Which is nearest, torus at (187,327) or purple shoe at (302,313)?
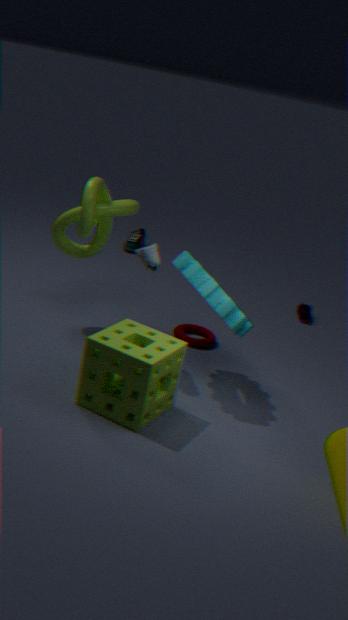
torus at (187,327)
